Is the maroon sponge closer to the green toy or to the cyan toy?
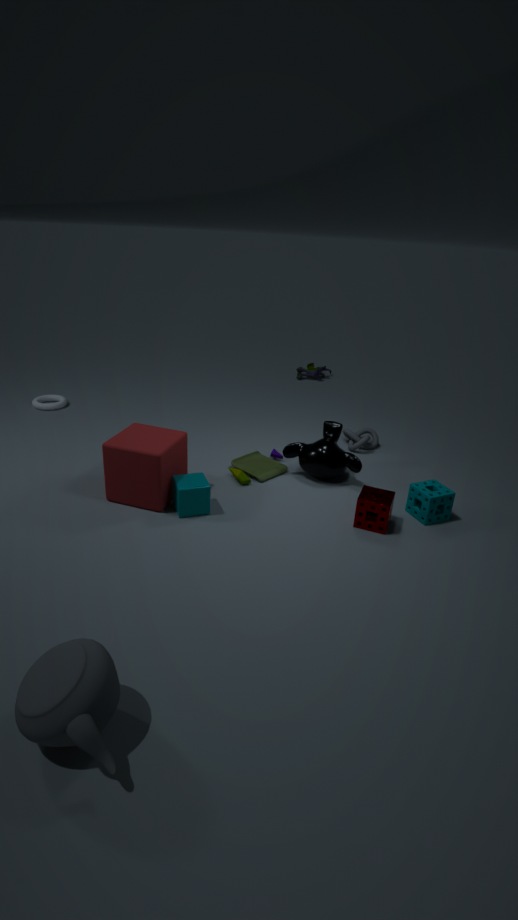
the green toy
